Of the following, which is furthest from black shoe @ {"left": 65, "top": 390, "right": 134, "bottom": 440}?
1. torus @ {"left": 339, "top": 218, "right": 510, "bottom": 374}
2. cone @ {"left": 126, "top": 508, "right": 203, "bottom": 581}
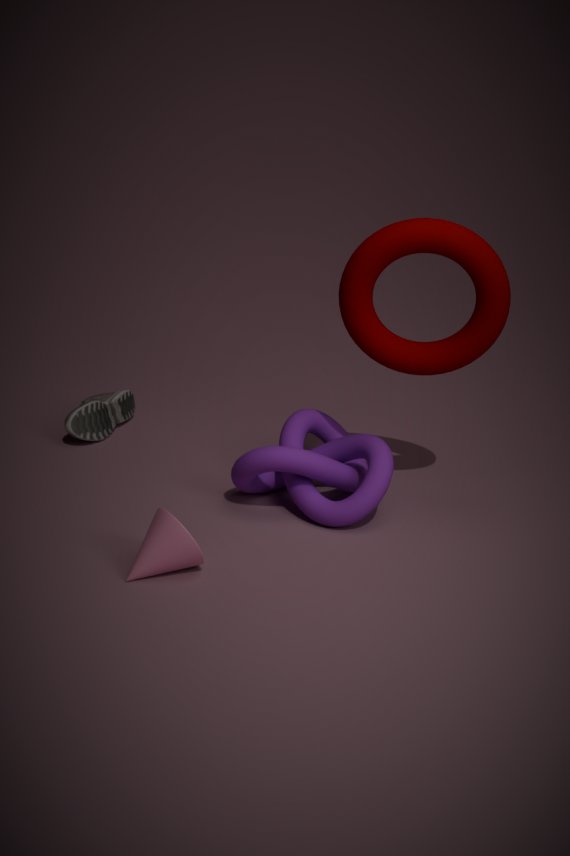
torus @ {"left": 339, "top": 218, "right": 510, "bottom": 374}
